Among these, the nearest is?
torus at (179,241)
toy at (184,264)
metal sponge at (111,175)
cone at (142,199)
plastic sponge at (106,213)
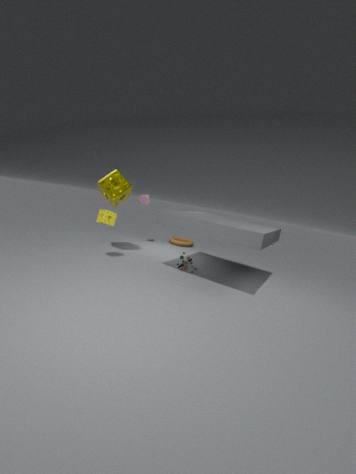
plastic sponge at (106,213)
